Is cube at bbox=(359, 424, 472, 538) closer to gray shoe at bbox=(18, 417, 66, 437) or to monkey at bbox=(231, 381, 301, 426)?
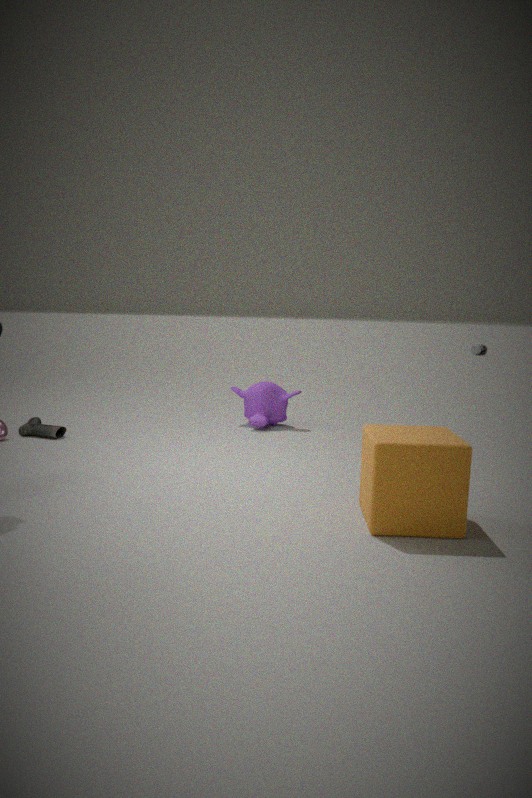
monkey at bbox=(231, 381, 301, 426)
